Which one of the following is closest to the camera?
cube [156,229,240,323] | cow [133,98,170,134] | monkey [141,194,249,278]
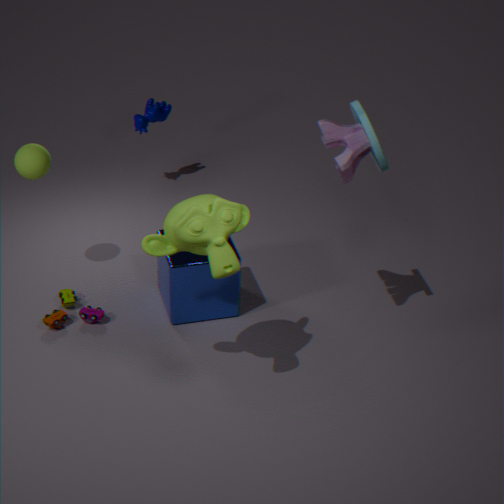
monkey [141,194,249,278]
